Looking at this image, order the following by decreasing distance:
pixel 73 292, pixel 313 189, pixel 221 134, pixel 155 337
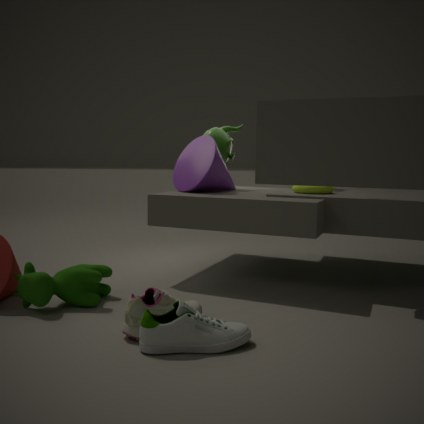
pixel 221 134 < pixel 313 189 < pixel 73 292 < pixel 155 337
